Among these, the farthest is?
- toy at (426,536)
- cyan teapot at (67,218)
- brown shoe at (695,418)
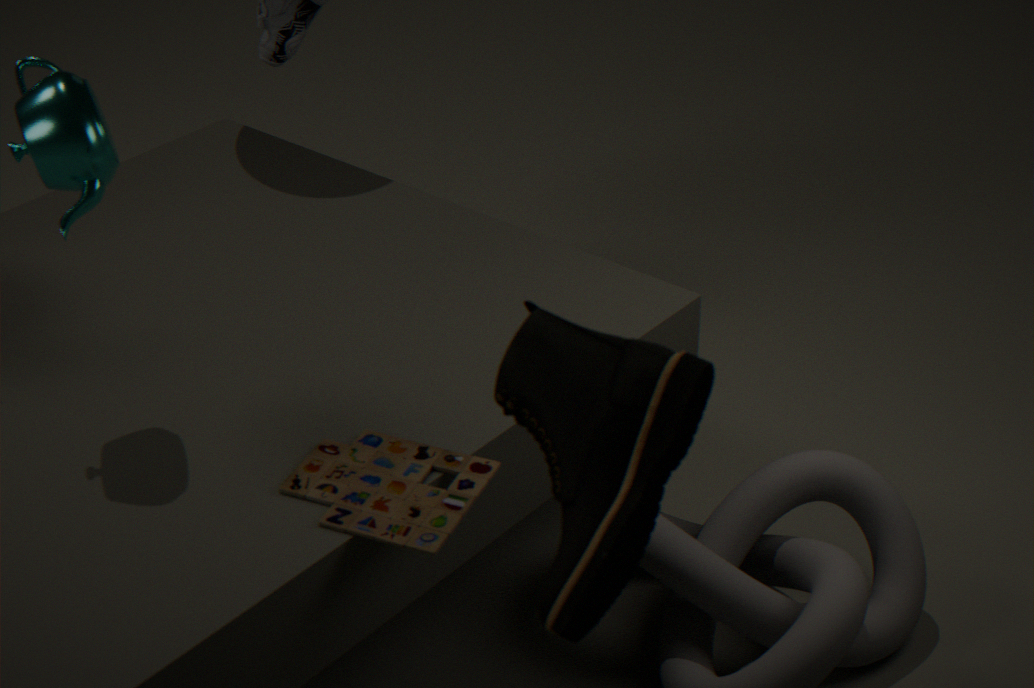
cyan teapot at (67,218)
